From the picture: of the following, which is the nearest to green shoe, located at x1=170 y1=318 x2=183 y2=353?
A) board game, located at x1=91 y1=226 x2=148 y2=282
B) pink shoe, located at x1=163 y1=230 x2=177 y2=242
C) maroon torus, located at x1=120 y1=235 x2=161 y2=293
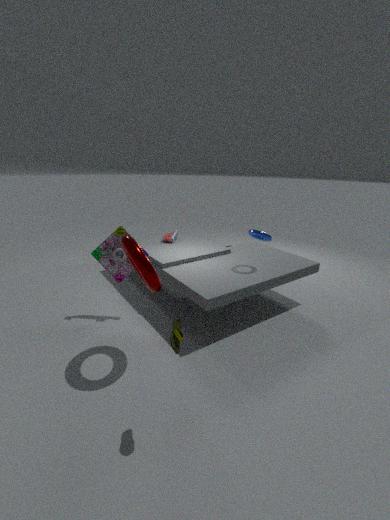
maroon torus, located at x1=120 y1=235 x2=161 y2=293
